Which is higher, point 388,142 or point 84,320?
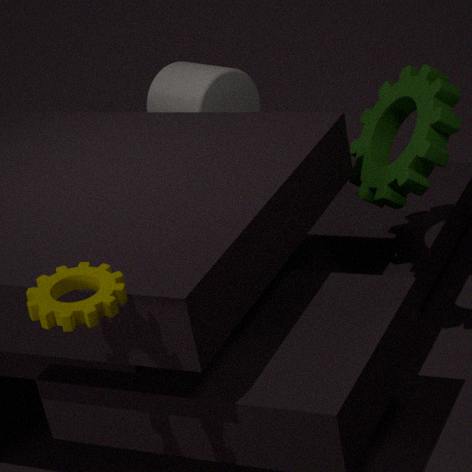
point 84,320
